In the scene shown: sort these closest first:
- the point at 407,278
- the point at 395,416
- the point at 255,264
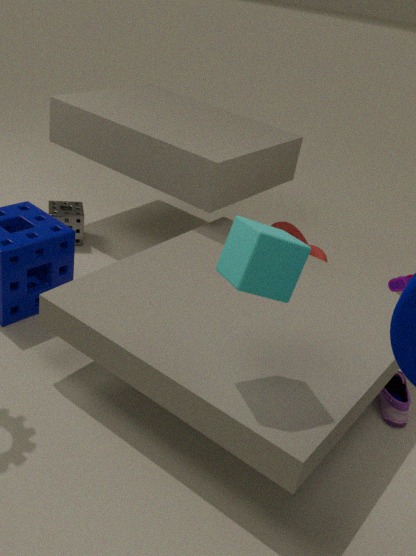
the point at 255,264 < the point at 395,416 < the point at 407,278
